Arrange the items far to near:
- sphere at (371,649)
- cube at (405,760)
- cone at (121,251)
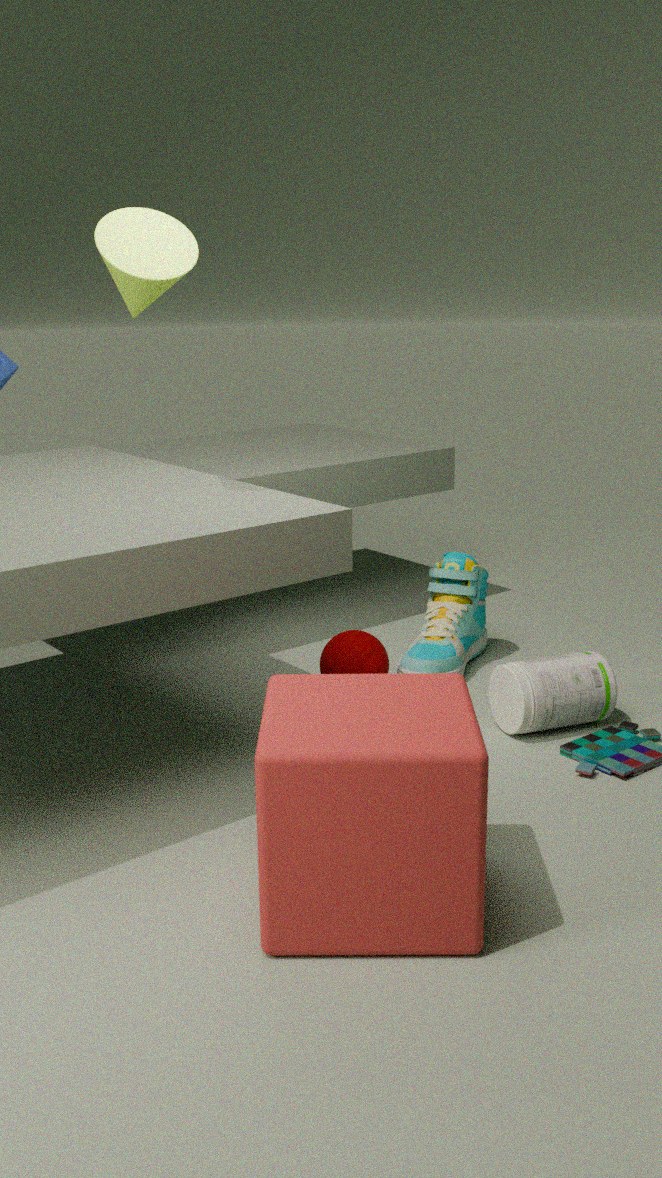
1. sphere at (371,649)
2. cone at (121,251)
3. cube at (405,760)
